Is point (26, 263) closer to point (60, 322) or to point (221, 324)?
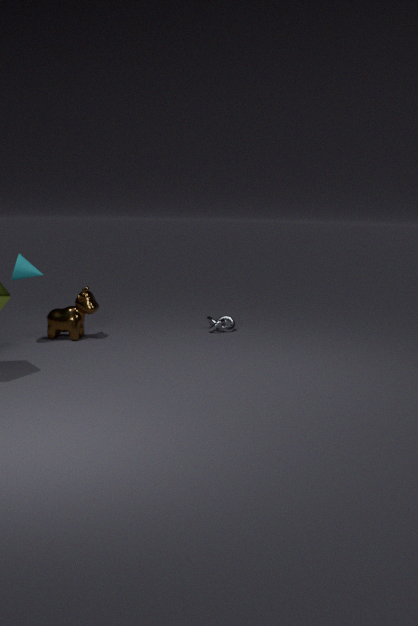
point (60, 322)
